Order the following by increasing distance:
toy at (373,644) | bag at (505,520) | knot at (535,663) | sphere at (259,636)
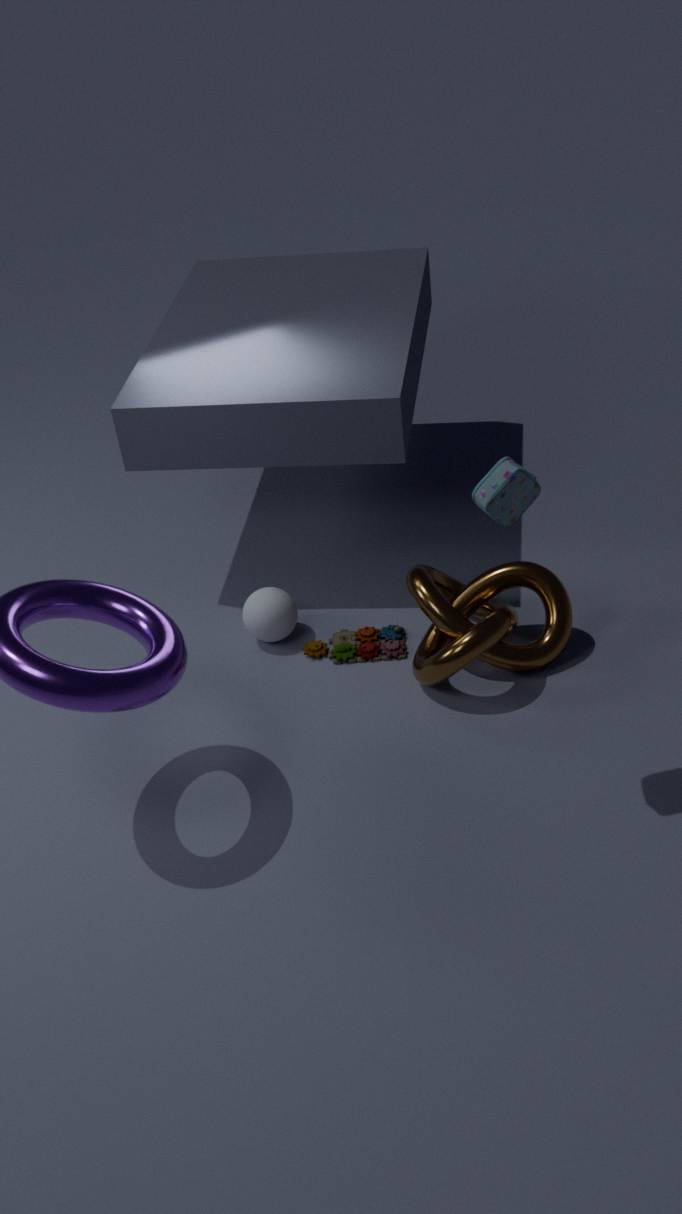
1. bag at (505,520)
2. knot at (535,663)
3. toy at (373,644)
4. sphere at (259,636)
